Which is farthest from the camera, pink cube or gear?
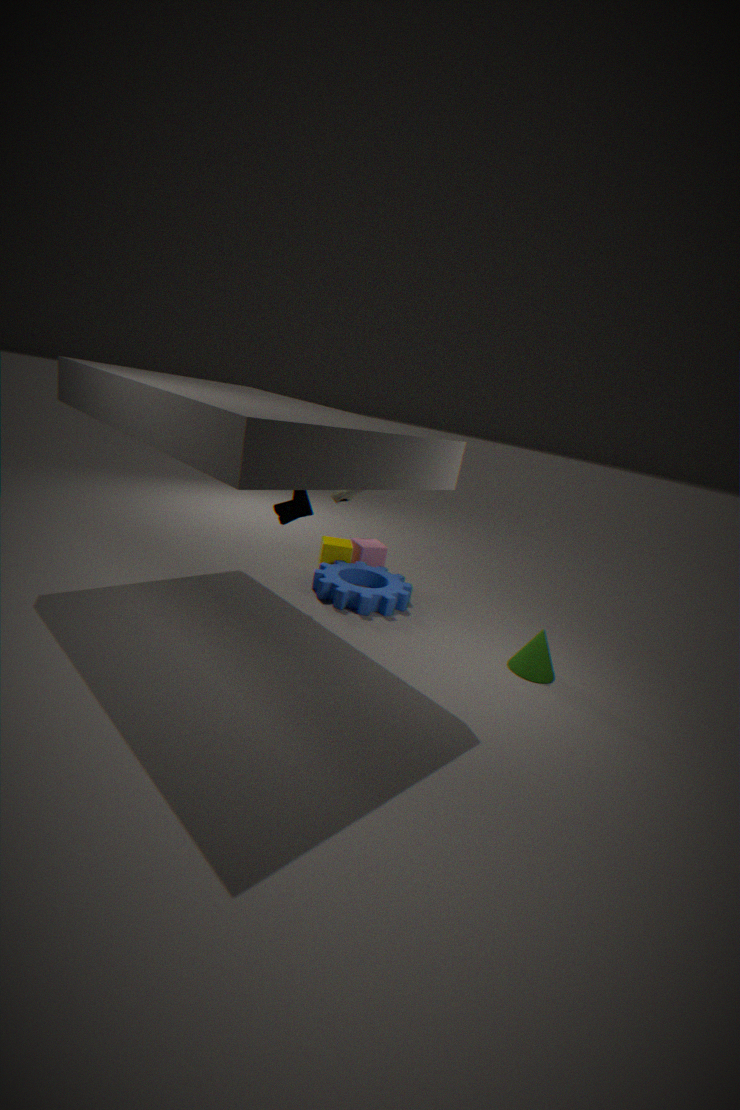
pink cube
